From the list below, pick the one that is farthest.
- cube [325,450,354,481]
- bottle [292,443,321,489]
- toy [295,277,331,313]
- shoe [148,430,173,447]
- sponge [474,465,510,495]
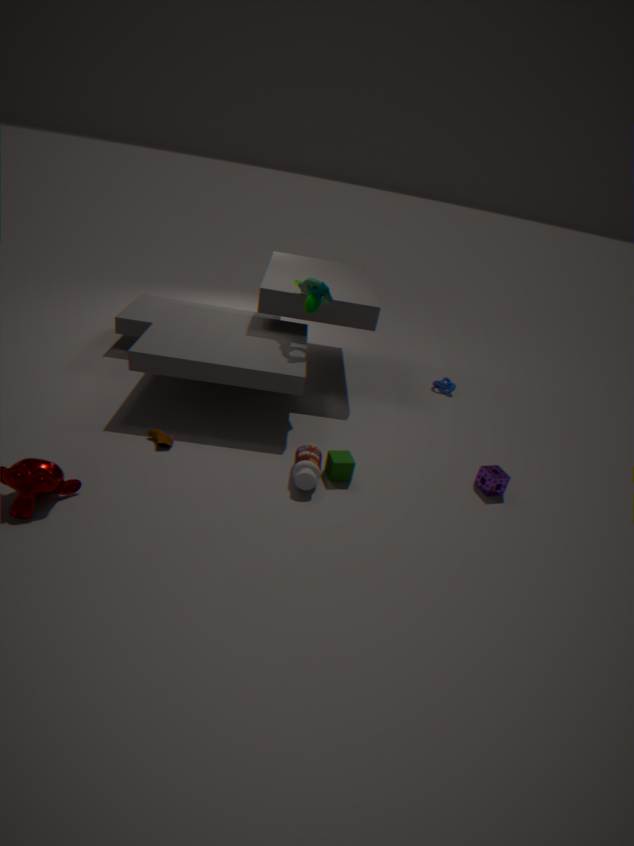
toy [295,277,331,313]
